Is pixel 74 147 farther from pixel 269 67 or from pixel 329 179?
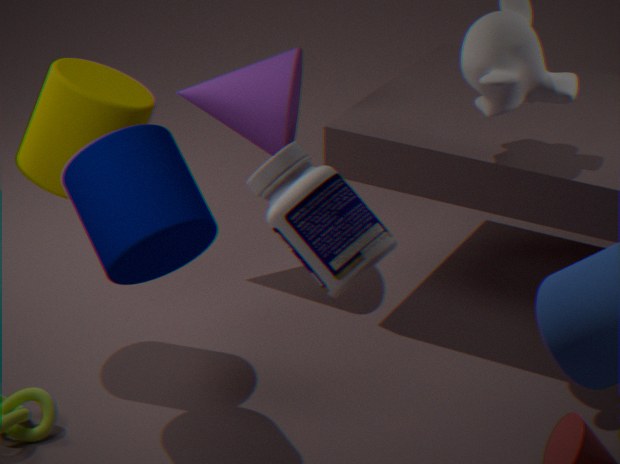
pixel 329 179
